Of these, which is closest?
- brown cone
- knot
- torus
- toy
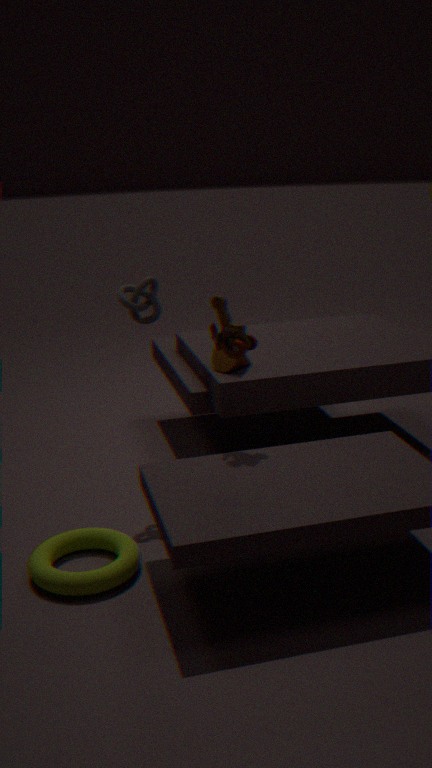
torus
